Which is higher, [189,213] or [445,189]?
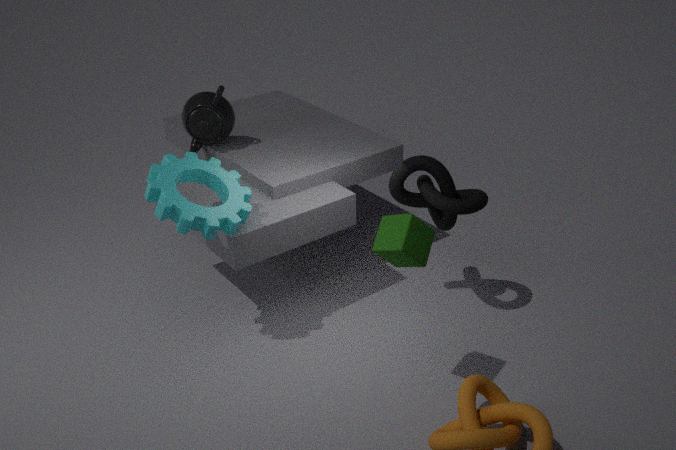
[189,213]
